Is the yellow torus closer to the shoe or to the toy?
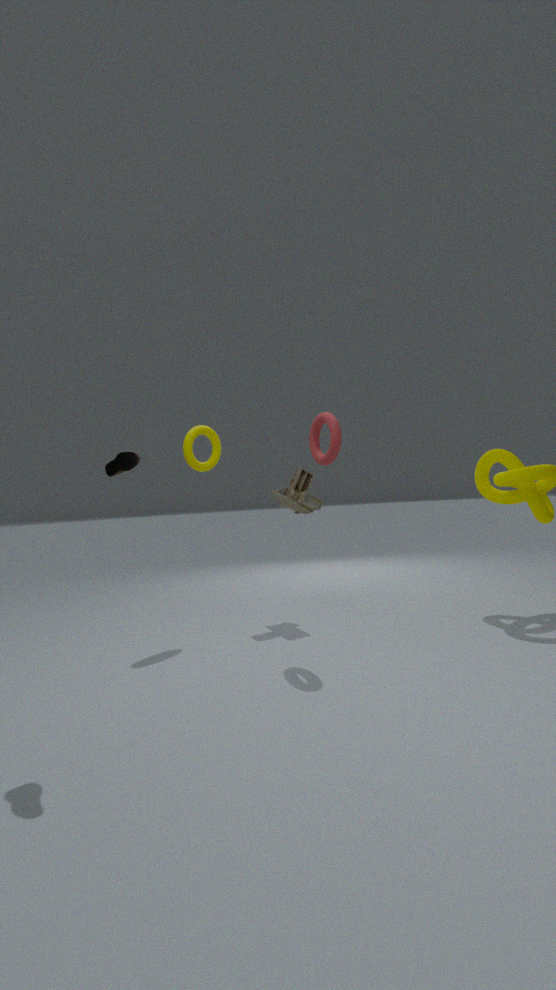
the toy
